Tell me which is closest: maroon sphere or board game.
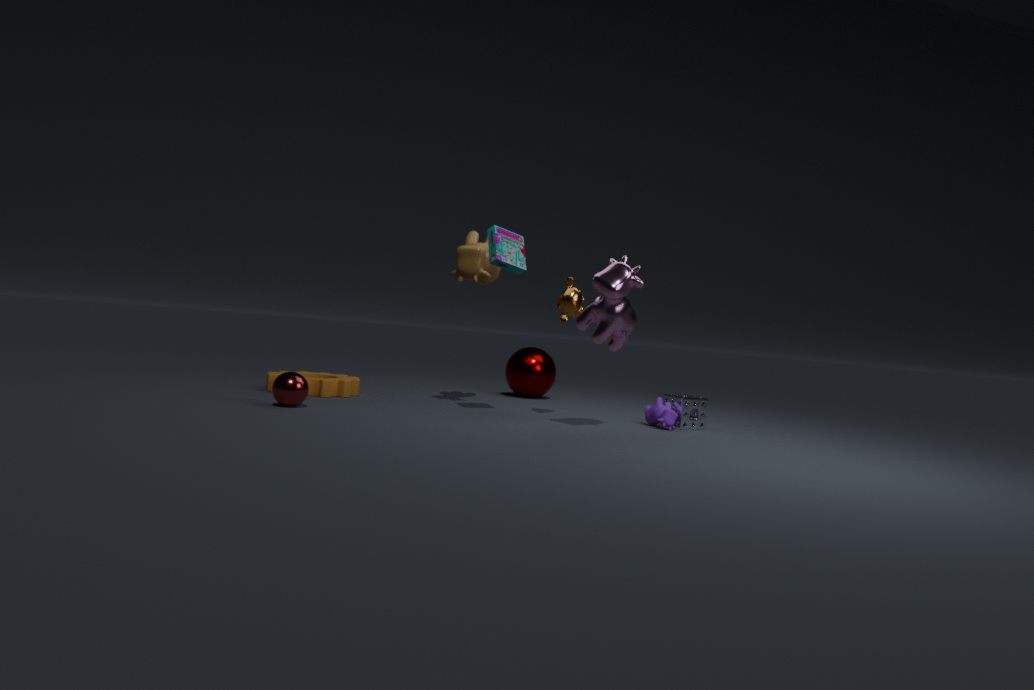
board game
